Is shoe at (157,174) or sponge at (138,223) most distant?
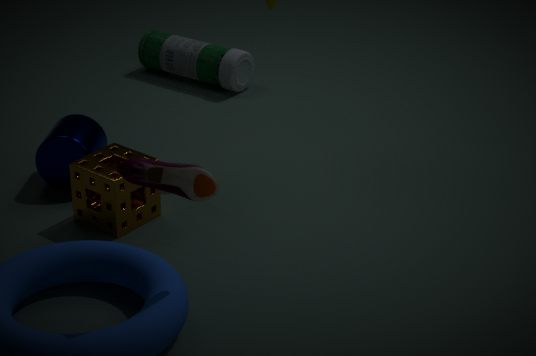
sponge at (138,223)
